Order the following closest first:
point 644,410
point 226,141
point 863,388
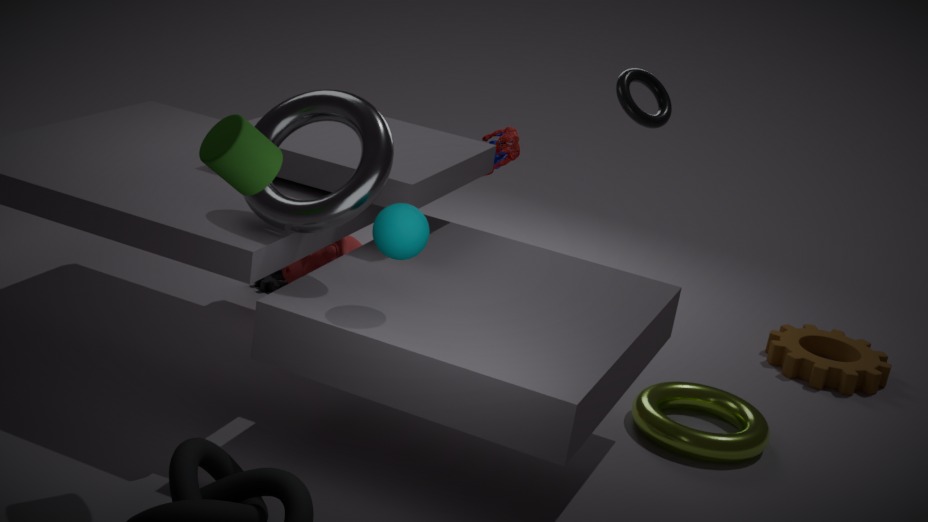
point 226,141 → point 644,410 → point 863,388
